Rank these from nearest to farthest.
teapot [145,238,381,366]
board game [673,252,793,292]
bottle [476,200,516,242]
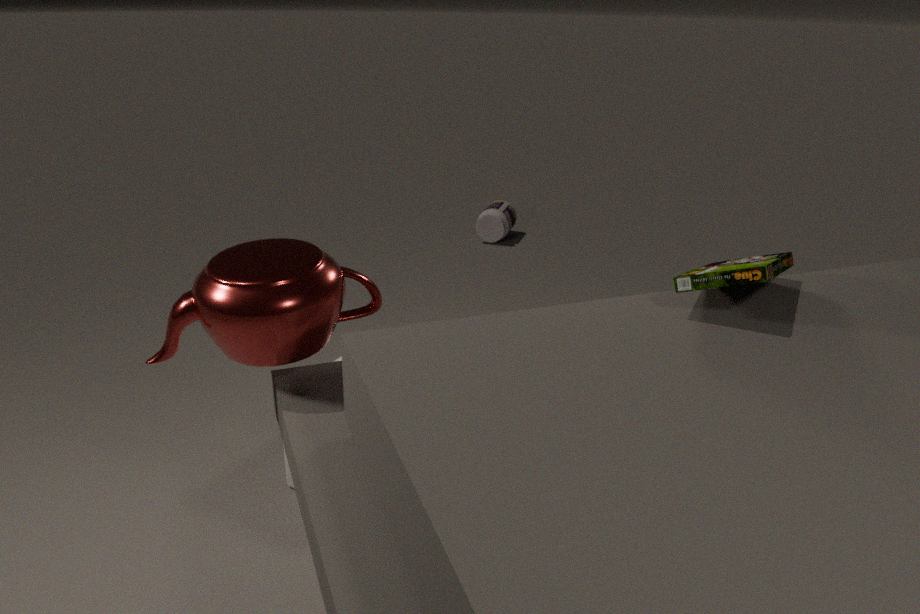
1. board game [673,252,793,292]
2. teapot [145,238,381,366]
3. bottle [476,200,516,242]
